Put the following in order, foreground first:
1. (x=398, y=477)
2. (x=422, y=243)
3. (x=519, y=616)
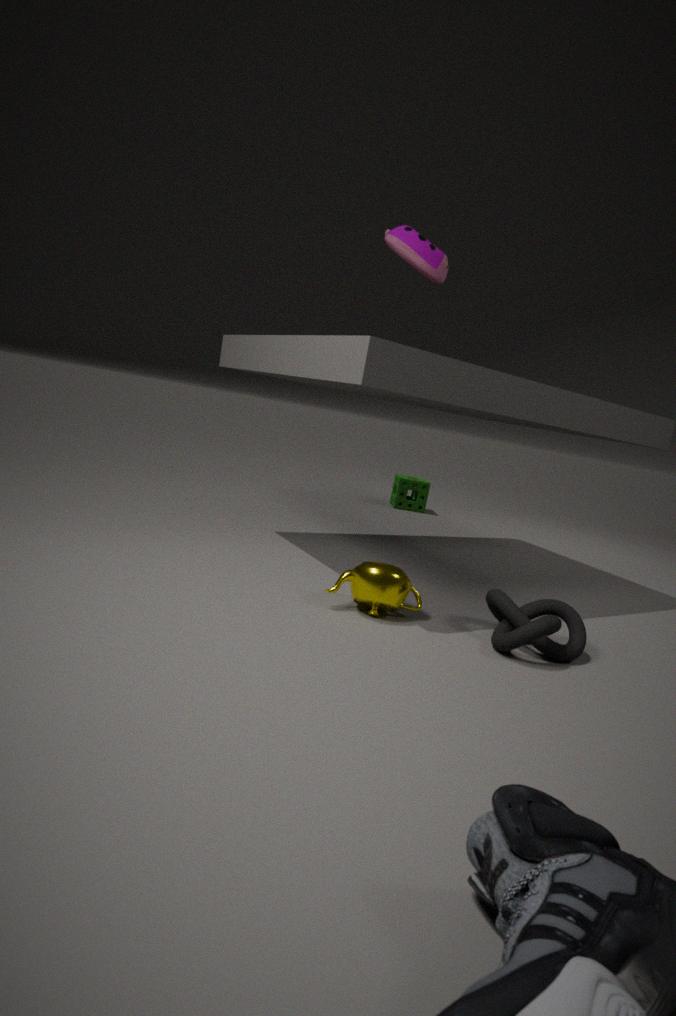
1. (x=519, y=616)
2. (x=422, y=243)
3. (x=398, y=477)
